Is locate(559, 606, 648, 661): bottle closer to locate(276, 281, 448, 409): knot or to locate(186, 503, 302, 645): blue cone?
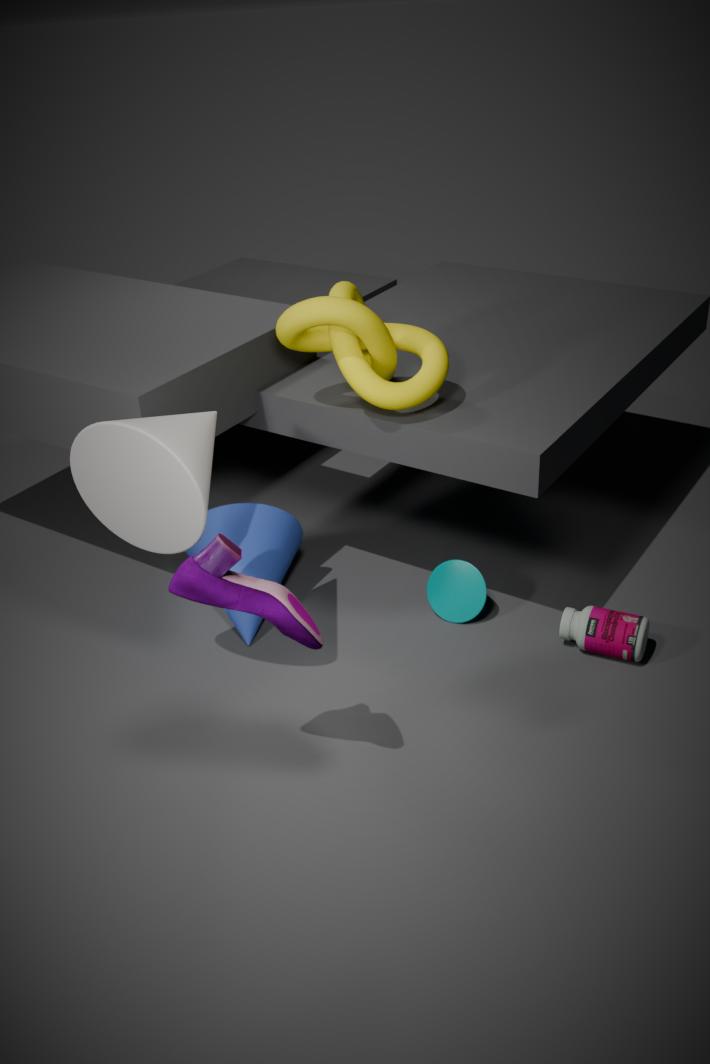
locate(276, 281, 448, 409): knot
